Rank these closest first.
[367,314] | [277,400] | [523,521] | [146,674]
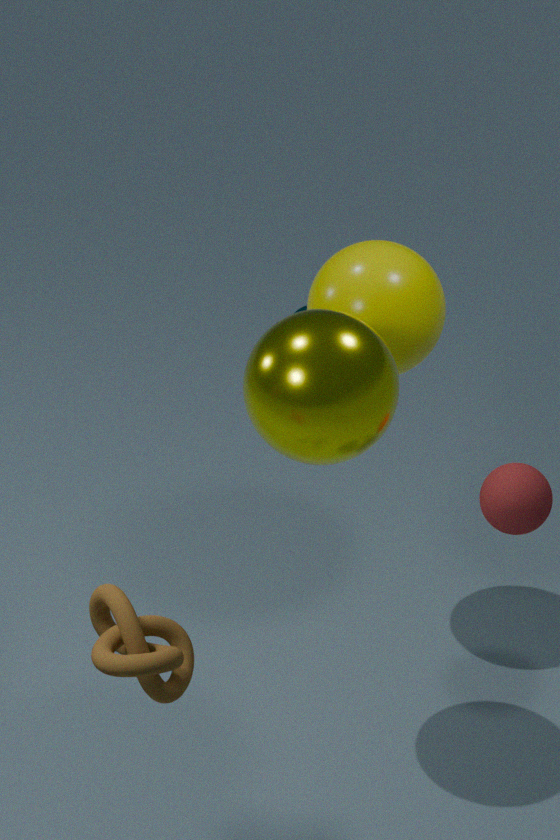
[146,674]
[277,400]
[523,521]
[367,314]
